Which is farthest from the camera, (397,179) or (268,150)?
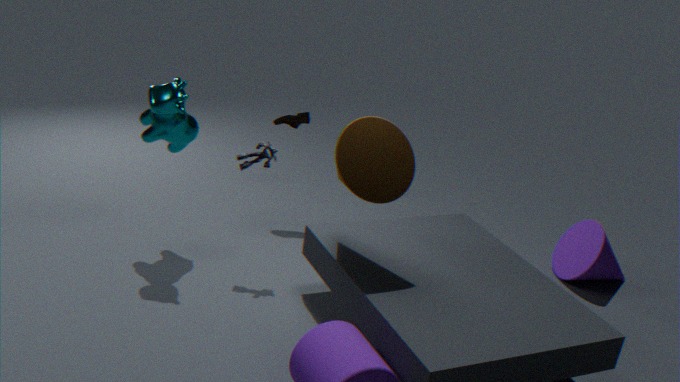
(268,150)
